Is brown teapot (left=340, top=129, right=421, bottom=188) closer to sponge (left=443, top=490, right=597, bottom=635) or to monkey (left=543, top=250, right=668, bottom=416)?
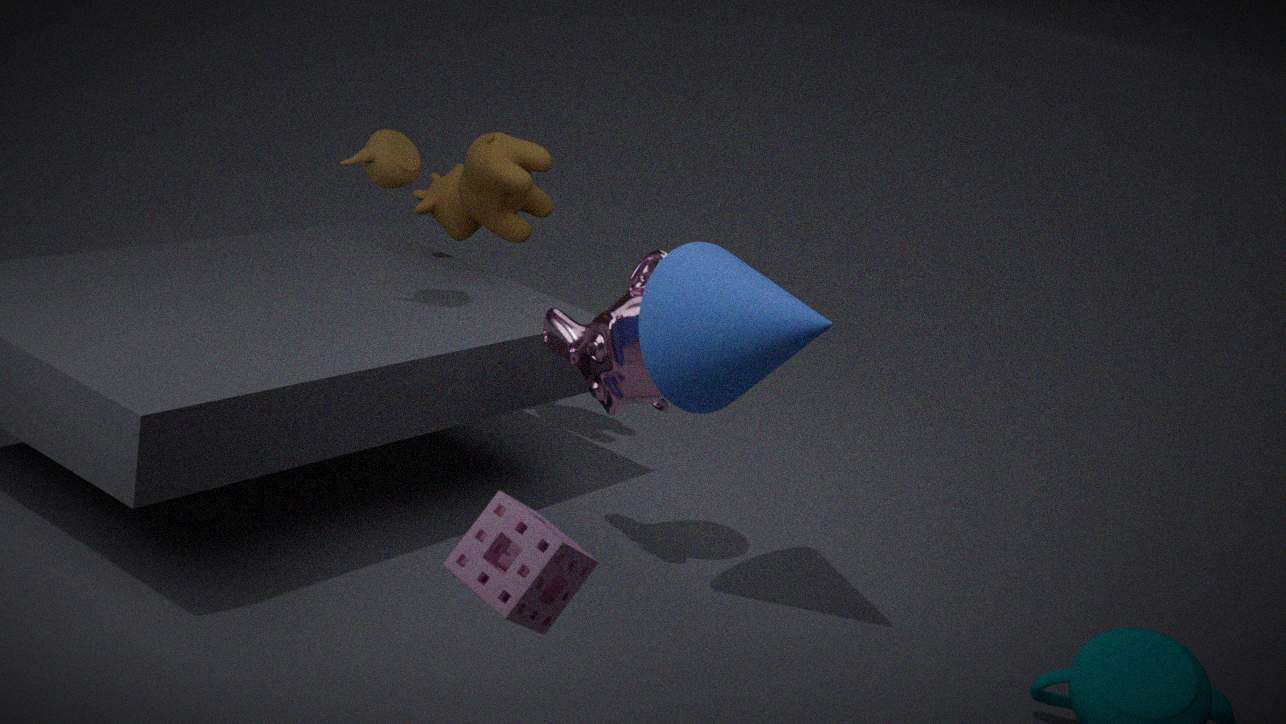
monkey (left=543, top=250, right=668, bottom=416)
